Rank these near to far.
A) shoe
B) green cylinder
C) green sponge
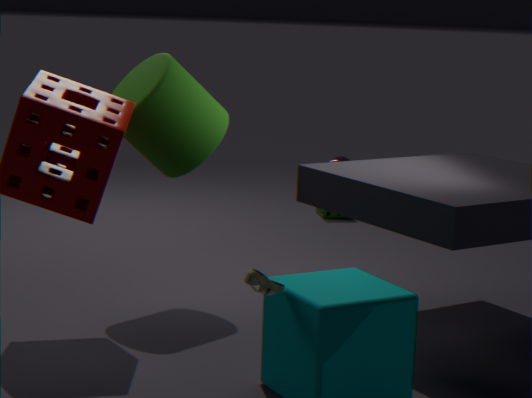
shoe
green cylinder
green sponge
